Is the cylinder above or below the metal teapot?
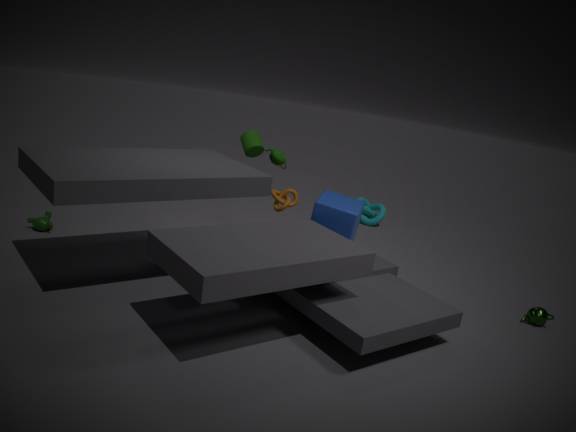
above
